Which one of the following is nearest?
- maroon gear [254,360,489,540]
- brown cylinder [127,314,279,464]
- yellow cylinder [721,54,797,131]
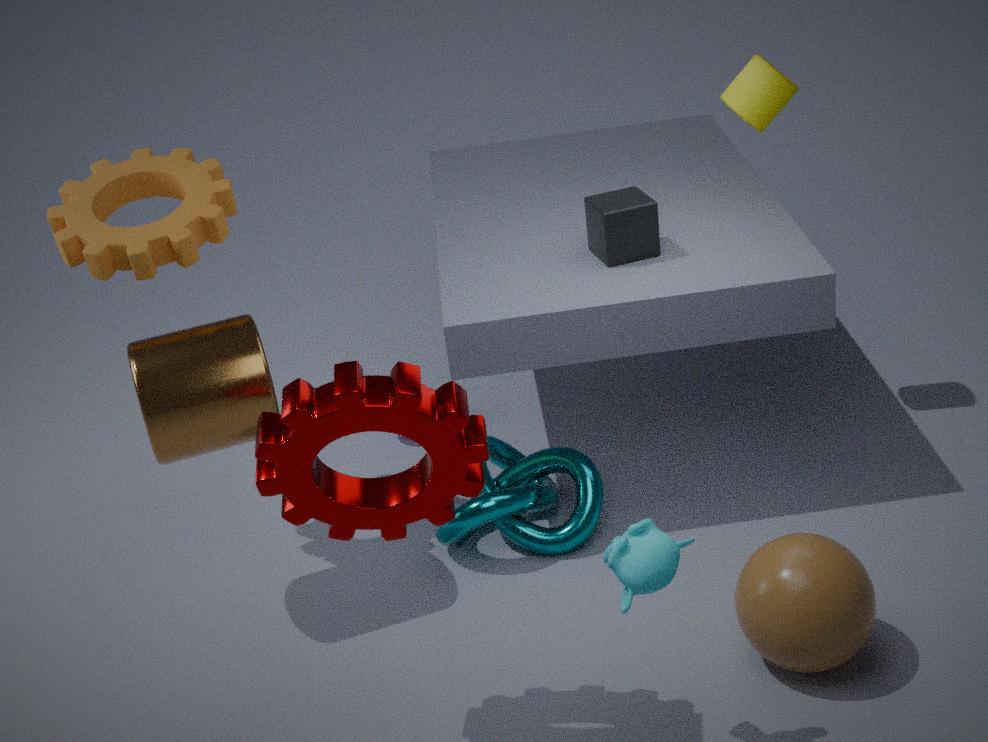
maroon gear [254,360,489,540]
